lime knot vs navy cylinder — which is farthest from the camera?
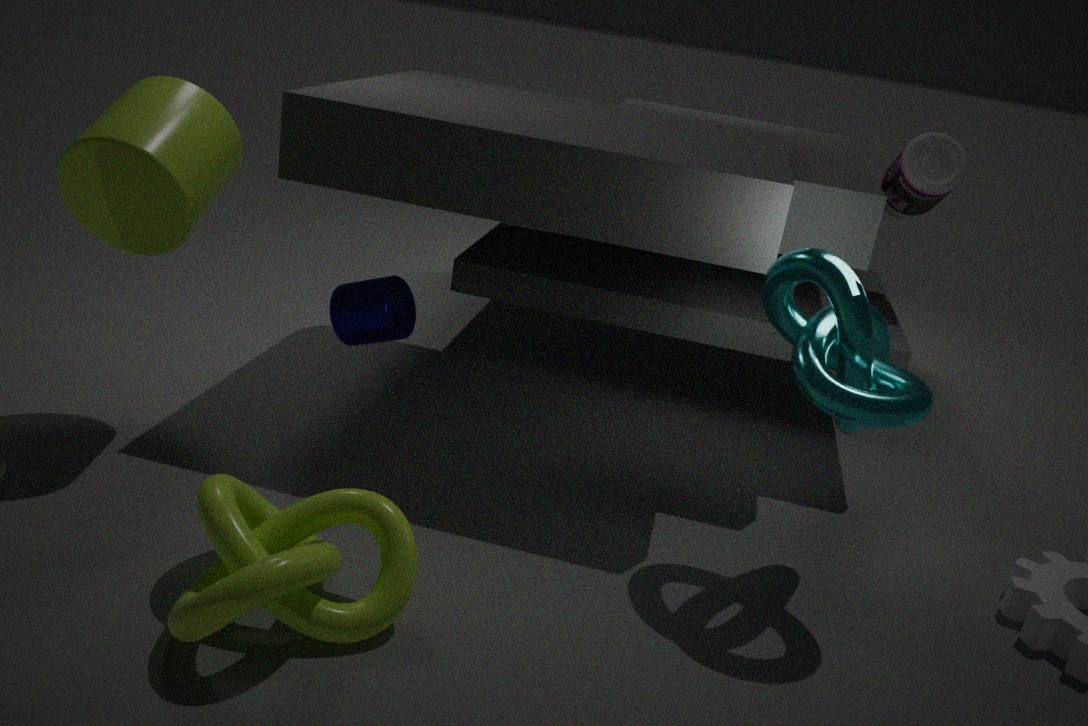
navy cylinder
